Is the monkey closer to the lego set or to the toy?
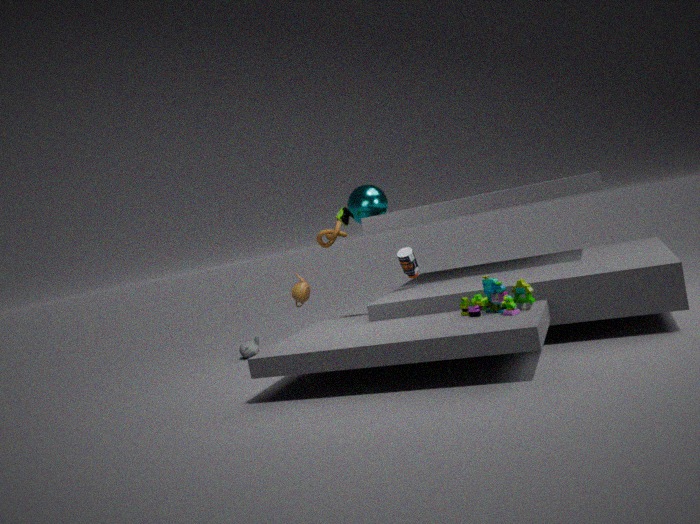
the toy
